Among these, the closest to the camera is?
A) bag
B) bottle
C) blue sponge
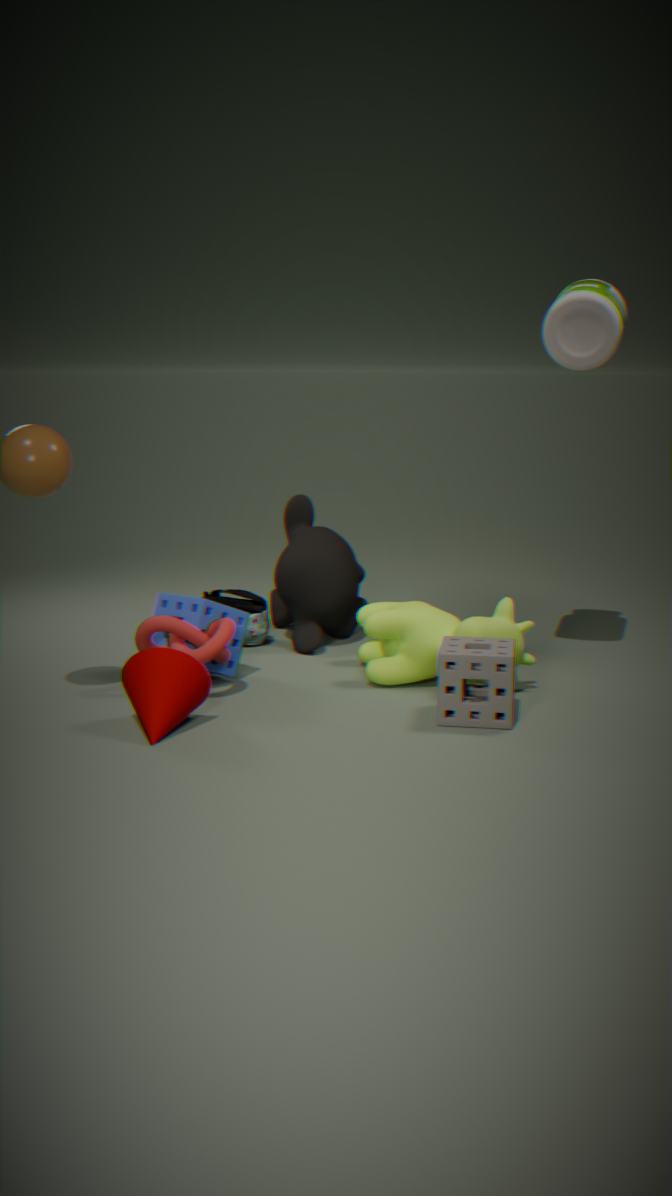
bottle
